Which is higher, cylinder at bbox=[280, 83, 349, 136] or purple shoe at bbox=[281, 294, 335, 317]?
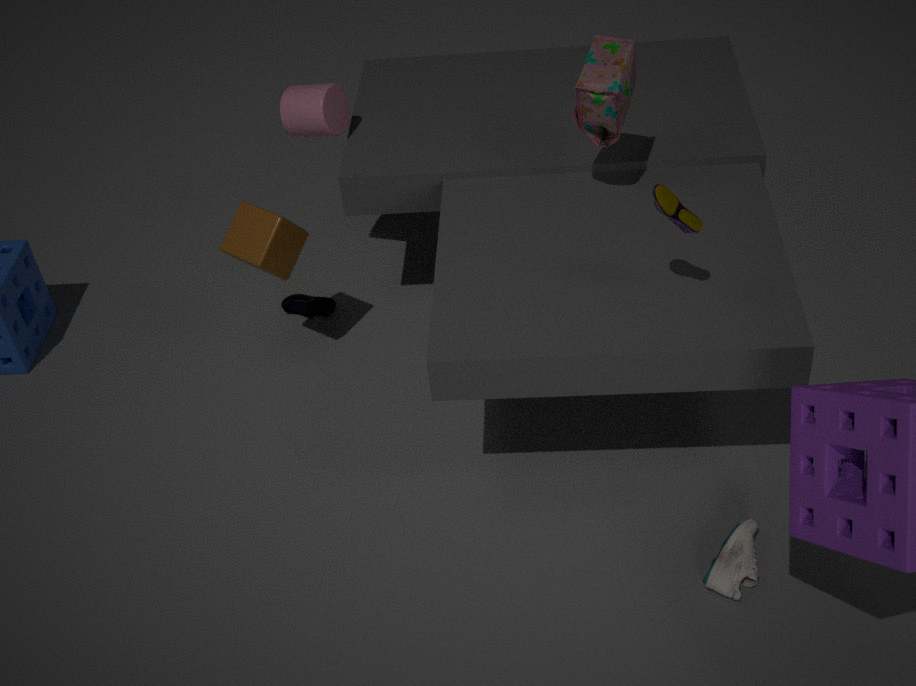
cylinder at bbox=[280, 83, 349, 136]
